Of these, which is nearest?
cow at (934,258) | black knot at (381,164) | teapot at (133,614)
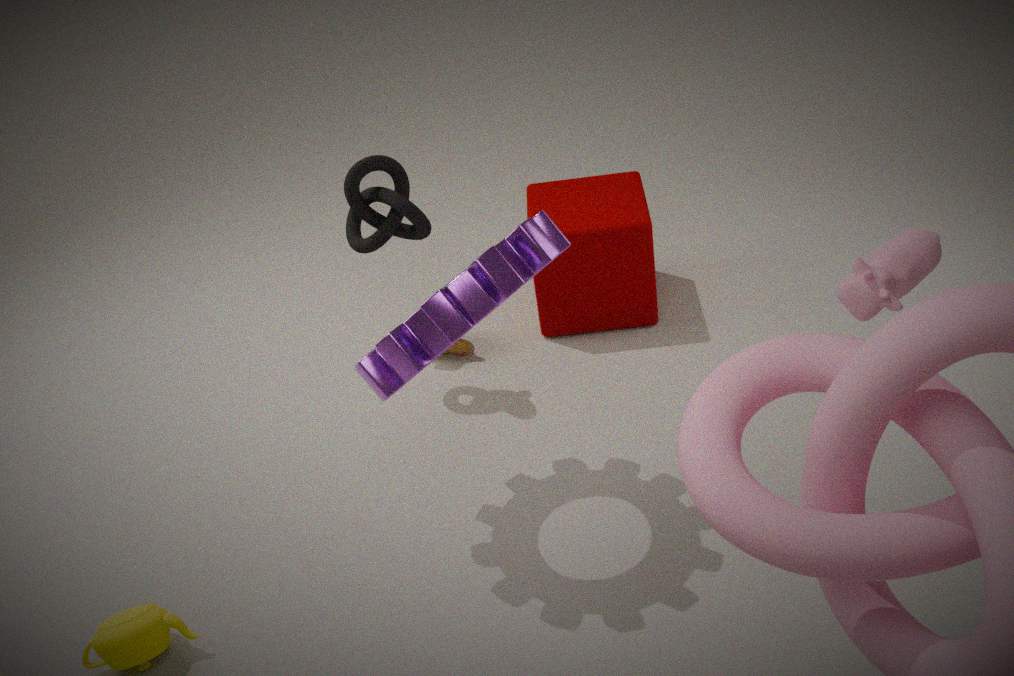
cow at (934,258)
